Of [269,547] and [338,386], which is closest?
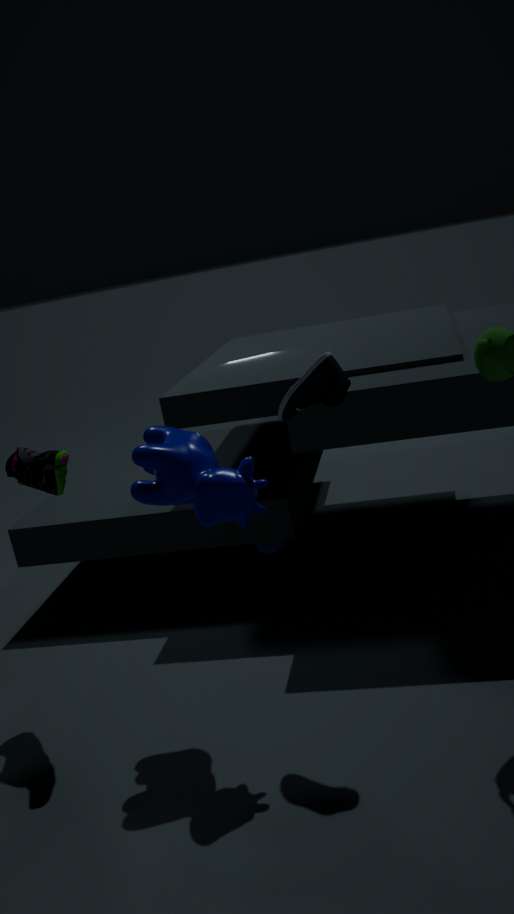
[338,386]
